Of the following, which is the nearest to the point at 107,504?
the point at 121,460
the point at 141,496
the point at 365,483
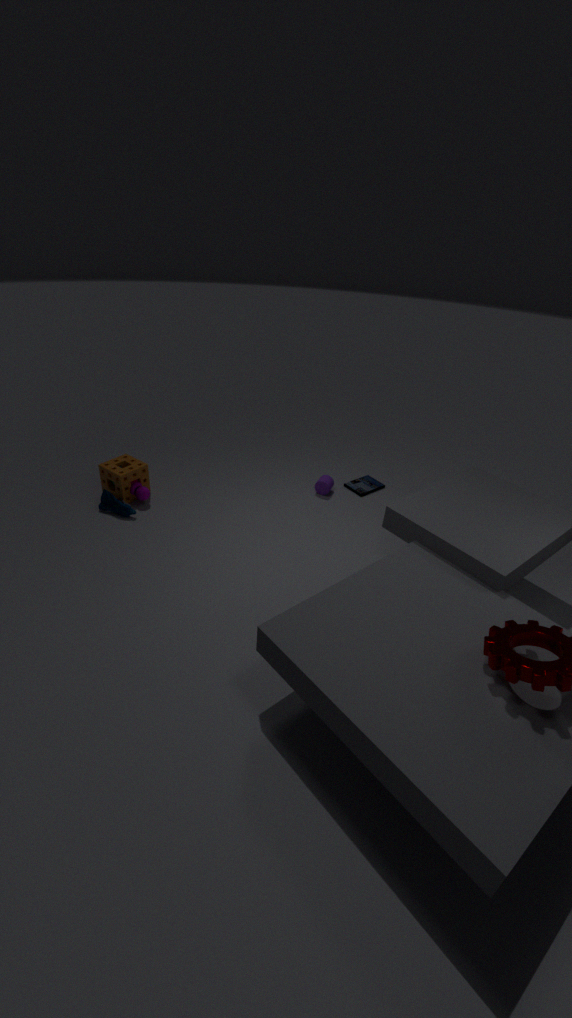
the point at 141,496
